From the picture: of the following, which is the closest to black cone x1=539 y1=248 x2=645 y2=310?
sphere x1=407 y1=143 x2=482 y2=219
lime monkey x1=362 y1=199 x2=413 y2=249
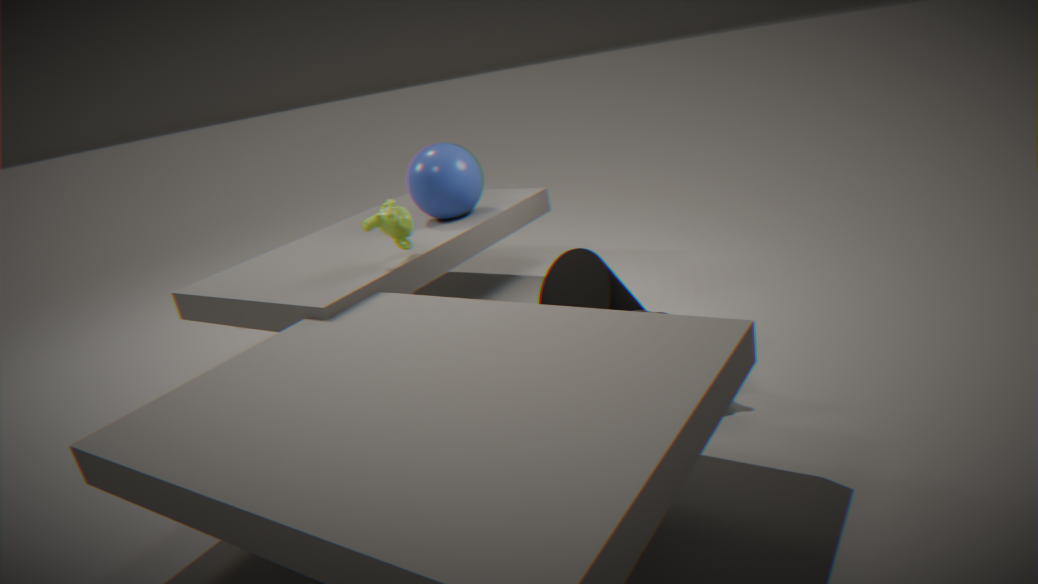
sphere x1=407 y1=143 x2=482 y2=219
